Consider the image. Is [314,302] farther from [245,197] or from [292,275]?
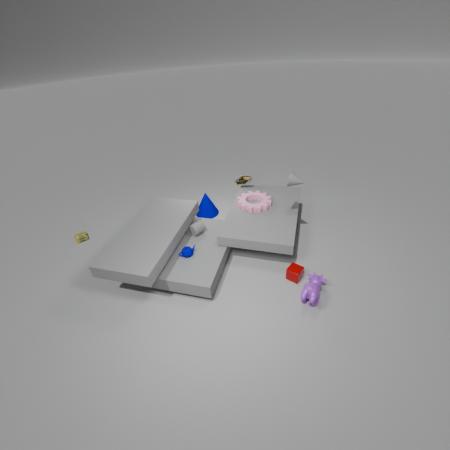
[245,197]
